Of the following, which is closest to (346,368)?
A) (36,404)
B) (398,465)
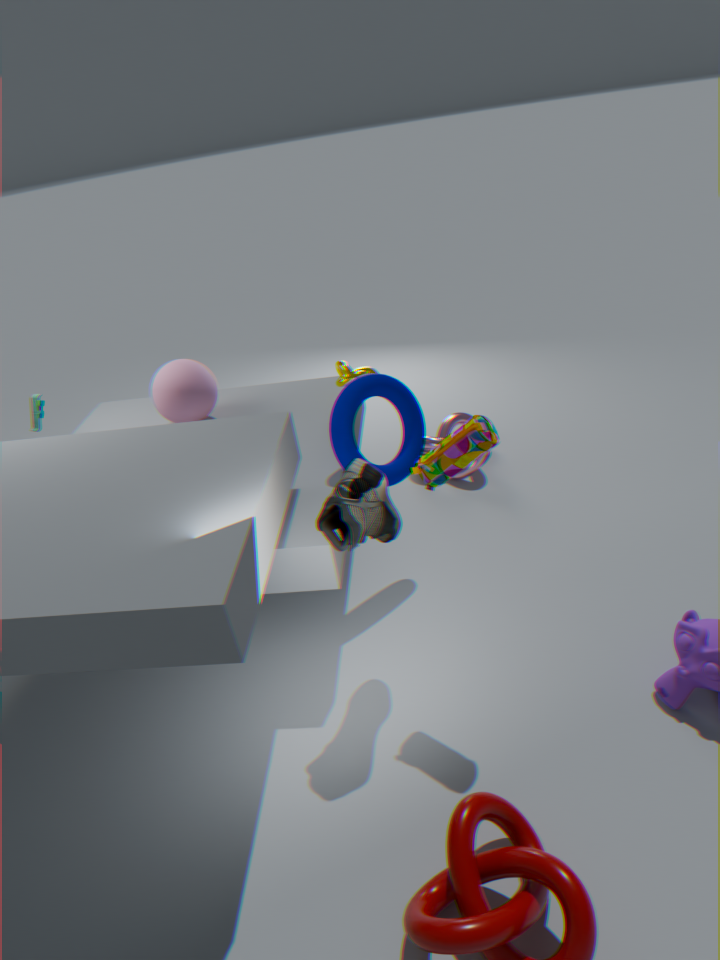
(398,465)
